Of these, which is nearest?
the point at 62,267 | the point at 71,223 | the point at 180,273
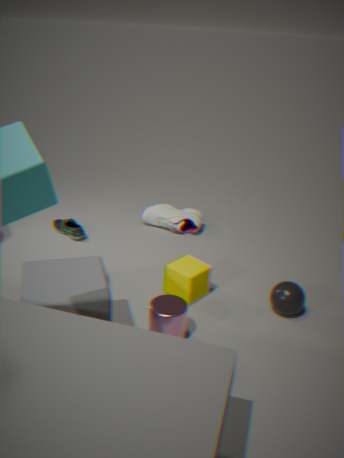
the point at 62,267
